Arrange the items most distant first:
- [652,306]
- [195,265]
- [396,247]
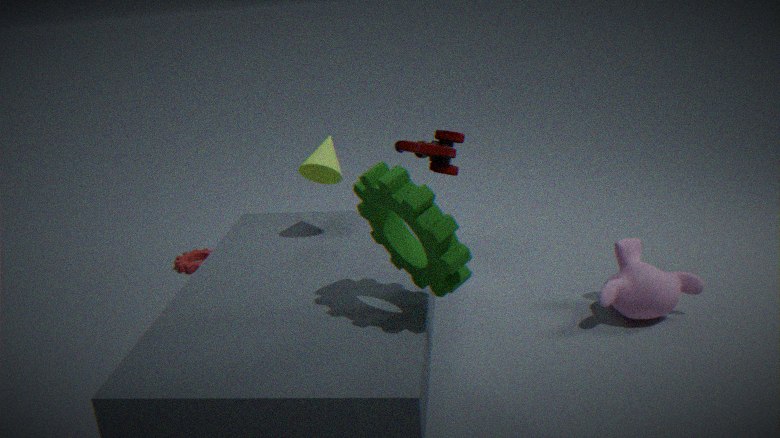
[195,265], [652,306], [396,247]
